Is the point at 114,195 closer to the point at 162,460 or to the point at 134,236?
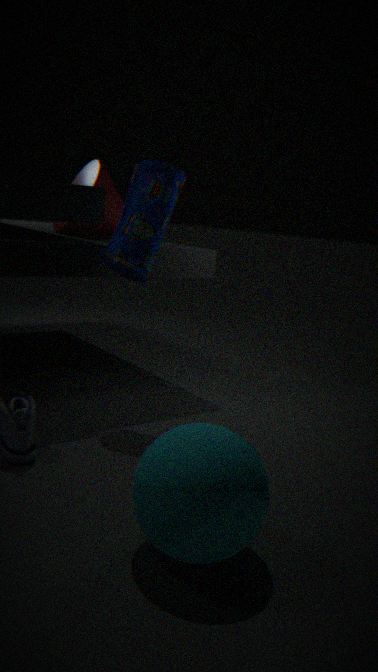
the point at 134,236
